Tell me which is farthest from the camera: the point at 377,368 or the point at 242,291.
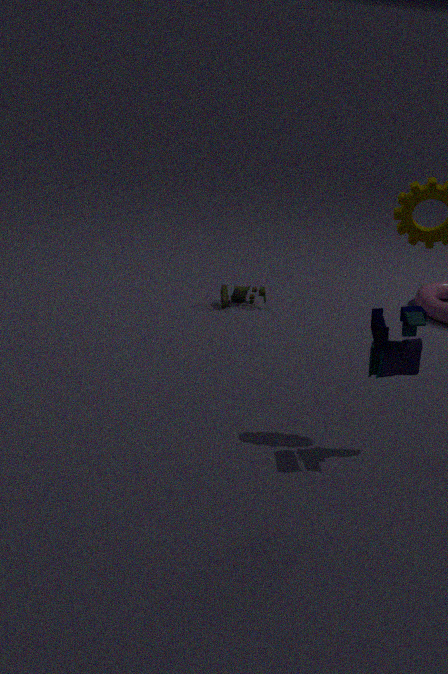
the point at 242,291
